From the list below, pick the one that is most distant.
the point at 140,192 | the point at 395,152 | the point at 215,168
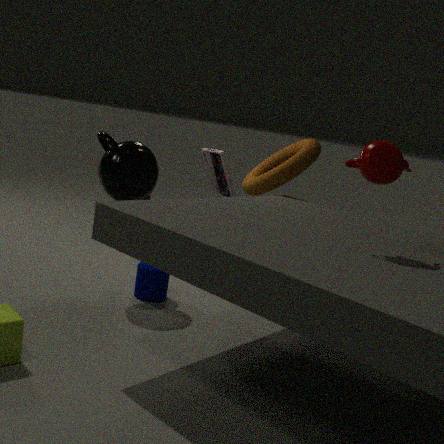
the point at 215,168
